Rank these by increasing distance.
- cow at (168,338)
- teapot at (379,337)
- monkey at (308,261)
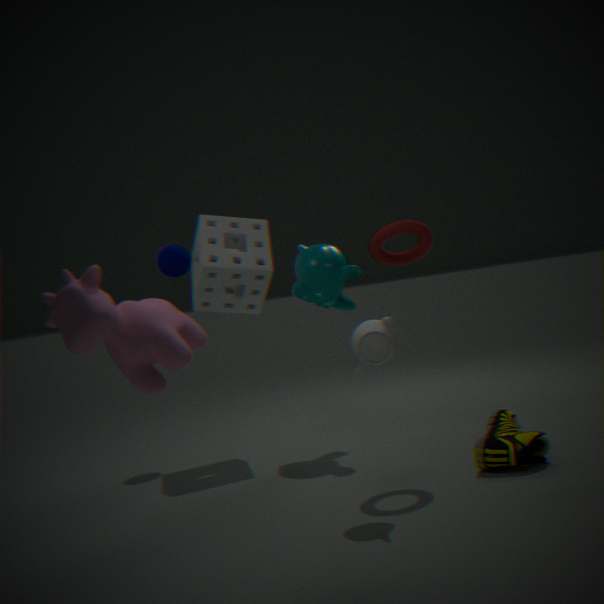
cow at (168,338) → teapot at (379,337) → monkey at (308,261)
